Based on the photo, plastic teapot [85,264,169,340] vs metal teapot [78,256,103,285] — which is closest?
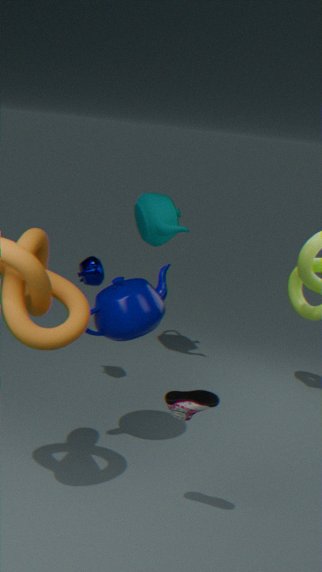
plastic teapot [85,264,169,340]
